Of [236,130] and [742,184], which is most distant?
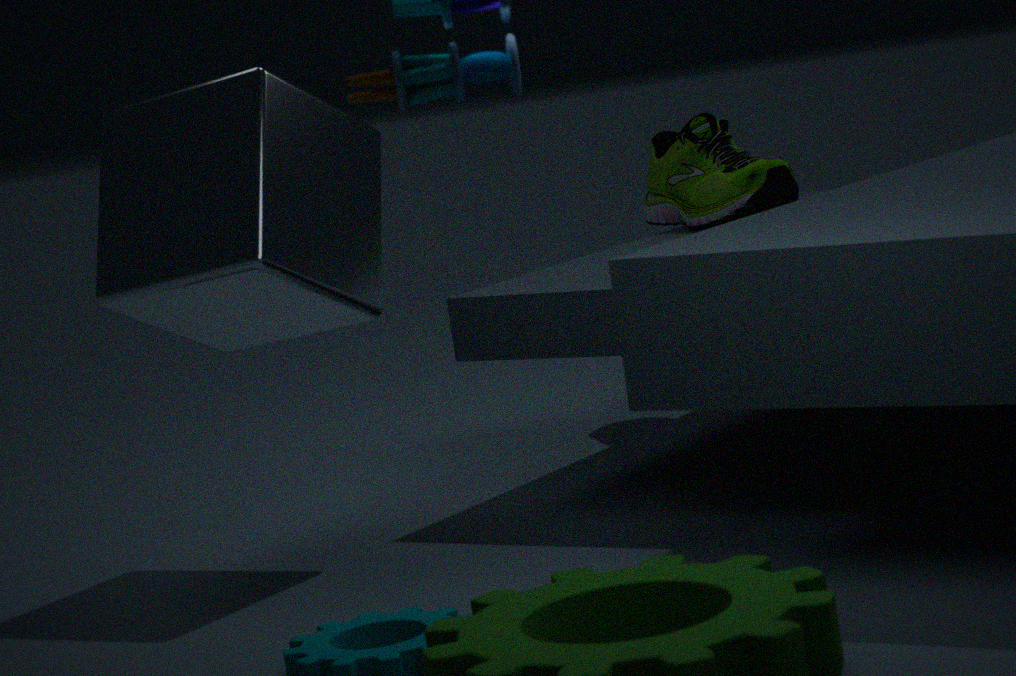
[742,184]
